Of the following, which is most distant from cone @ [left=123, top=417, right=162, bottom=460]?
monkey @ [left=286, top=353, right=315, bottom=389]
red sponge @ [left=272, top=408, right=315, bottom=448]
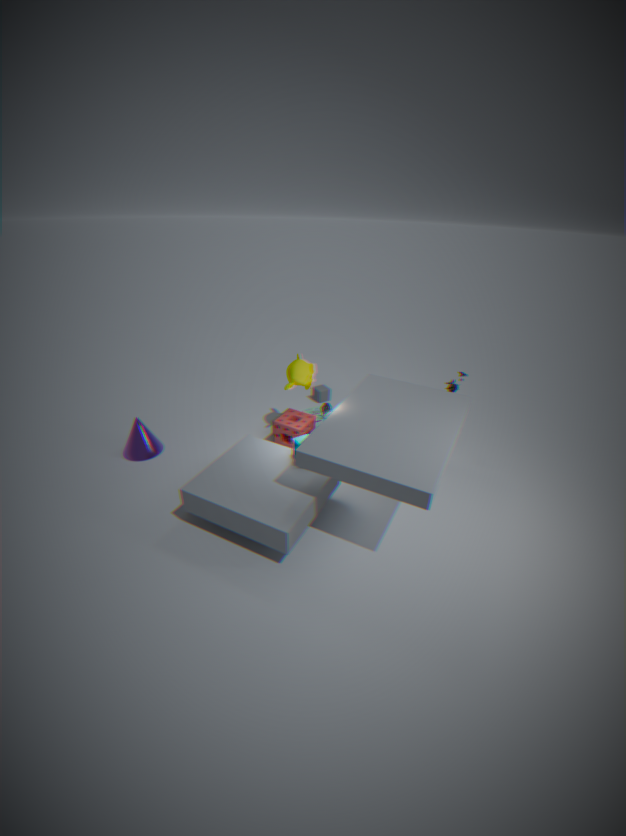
monkey @ [left=286, top=353, right=315, bottom=389]
